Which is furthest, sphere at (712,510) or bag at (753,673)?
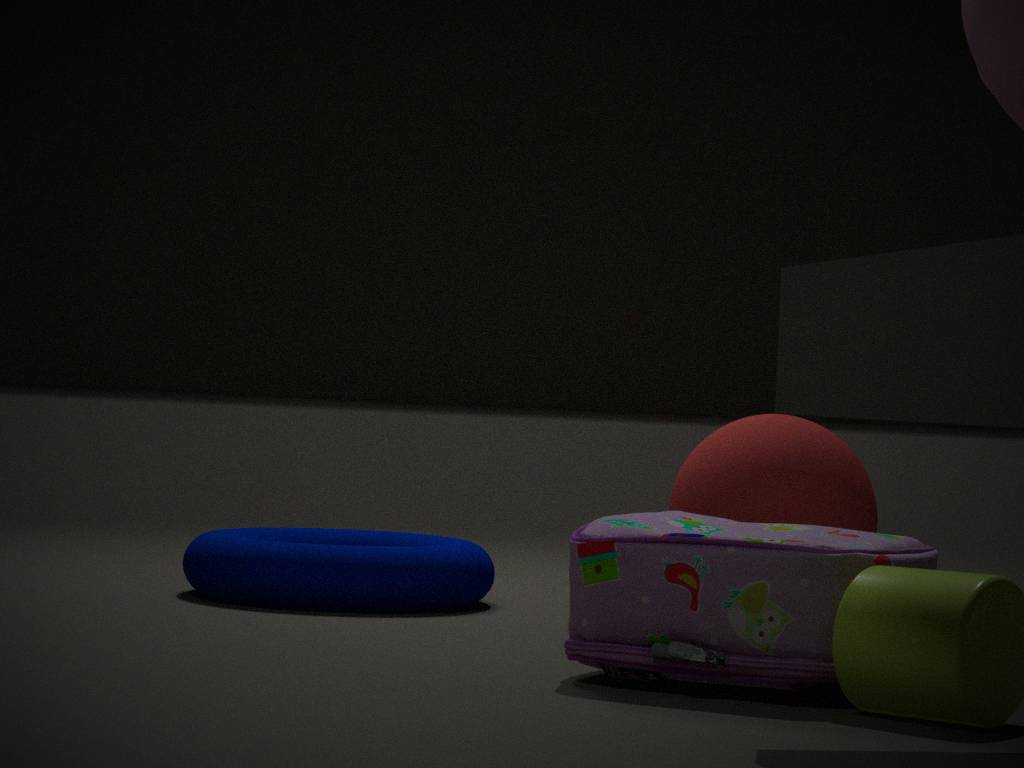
sphere at (712,510)
